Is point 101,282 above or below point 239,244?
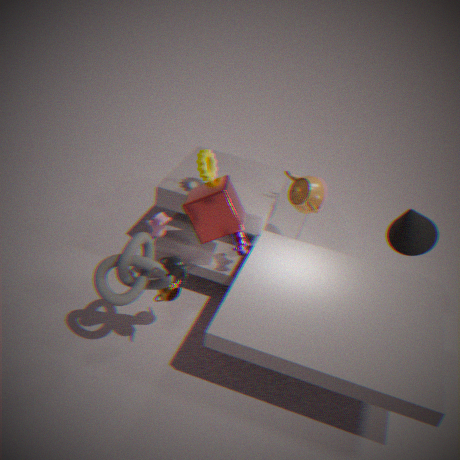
above
